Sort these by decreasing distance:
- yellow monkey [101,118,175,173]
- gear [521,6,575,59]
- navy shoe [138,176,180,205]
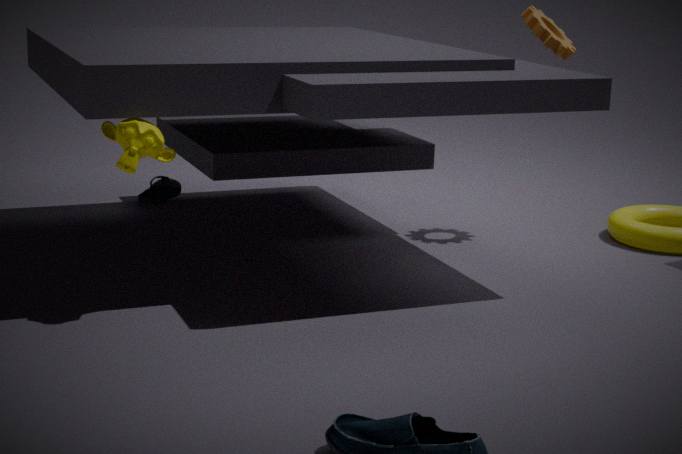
navy shoe [138,176,180,205]
gear [521,6,575,59]
yellow monkey [101,118,175,173]
